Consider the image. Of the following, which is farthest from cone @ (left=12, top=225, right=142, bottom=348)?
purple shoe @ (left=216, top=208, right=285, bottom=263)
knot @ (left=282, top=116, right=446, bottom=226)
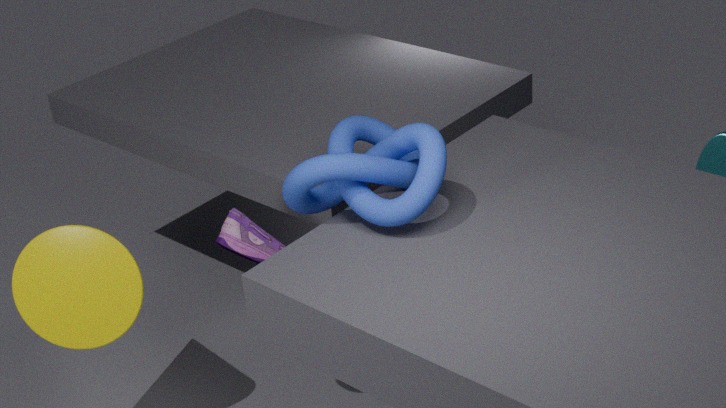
knot @ (left=282, top=116, right=446, bottom=226)
